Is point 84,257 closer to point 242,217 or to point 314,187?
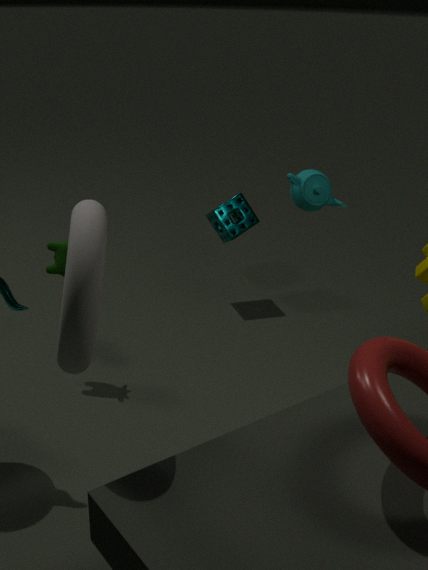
point 314,187
